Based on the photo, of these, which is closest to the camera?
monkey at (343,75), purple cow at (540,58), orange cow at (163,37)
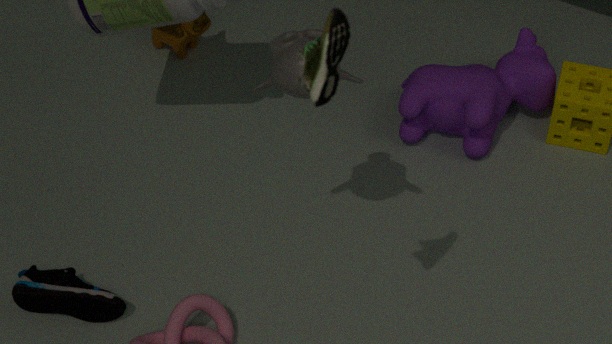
monkey at (343,75)
